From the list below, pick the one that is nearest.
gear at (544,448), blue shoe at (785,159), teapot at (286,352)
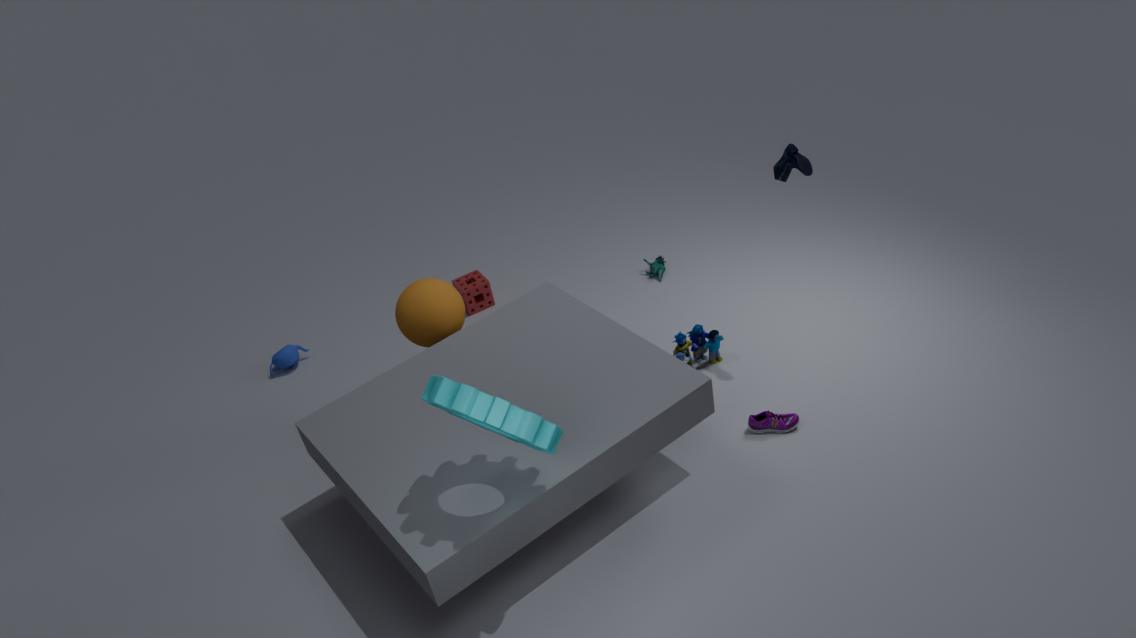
gear at (544,448)
